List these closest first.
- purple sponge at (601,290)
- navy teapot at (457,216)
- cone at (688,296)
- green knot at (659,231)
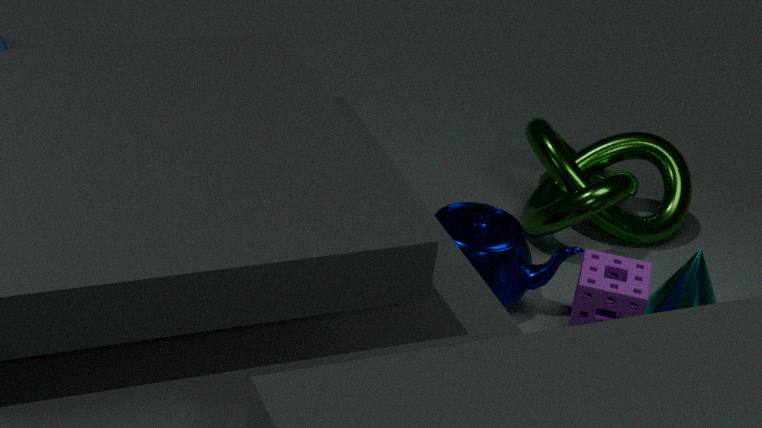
1. purple sponge at (601,290)
2. navy teapot at (457,216)
3. cone at (688,296)
4. green knot at (659,231)
